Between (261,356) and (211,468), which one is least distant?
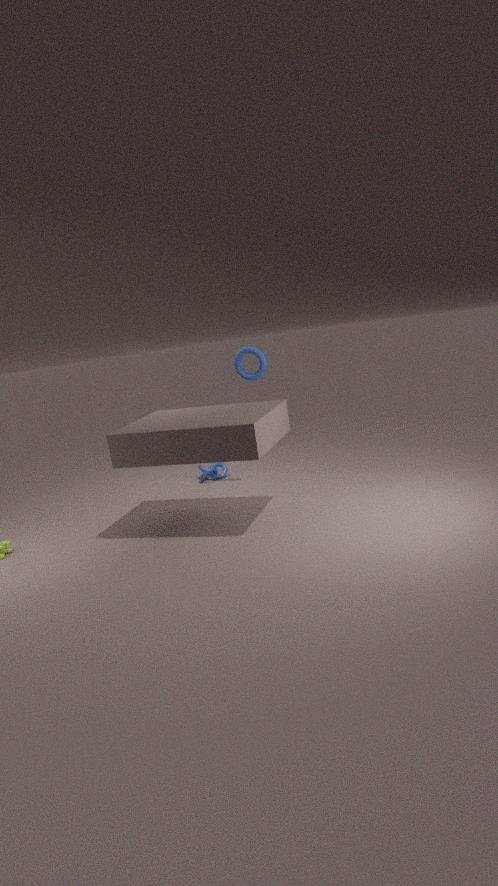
(261,356)
